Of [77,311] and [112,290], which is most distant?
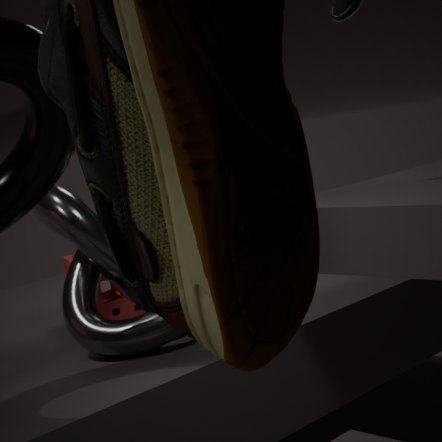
[112,290]
